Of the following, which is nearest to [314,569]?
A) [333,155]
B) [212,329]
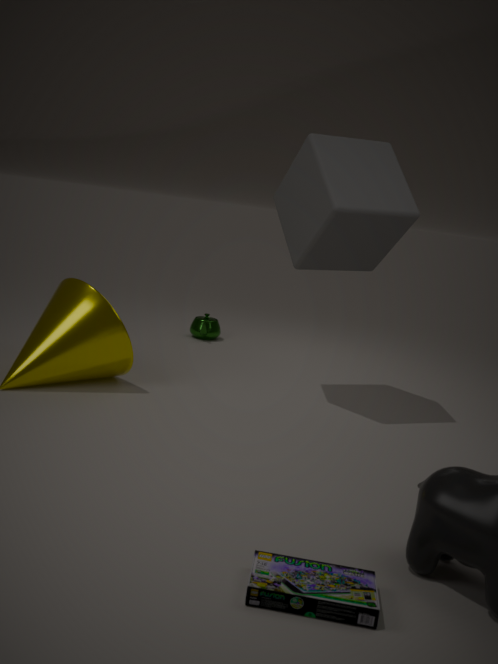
[333,155]
